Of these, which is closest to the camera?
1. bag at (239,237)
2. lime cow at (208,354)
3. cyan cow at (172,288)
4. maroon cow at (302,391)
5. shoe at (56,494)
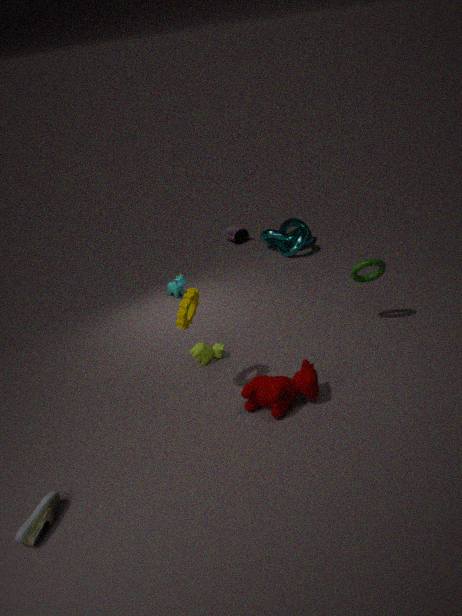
shoe at (56,494)
